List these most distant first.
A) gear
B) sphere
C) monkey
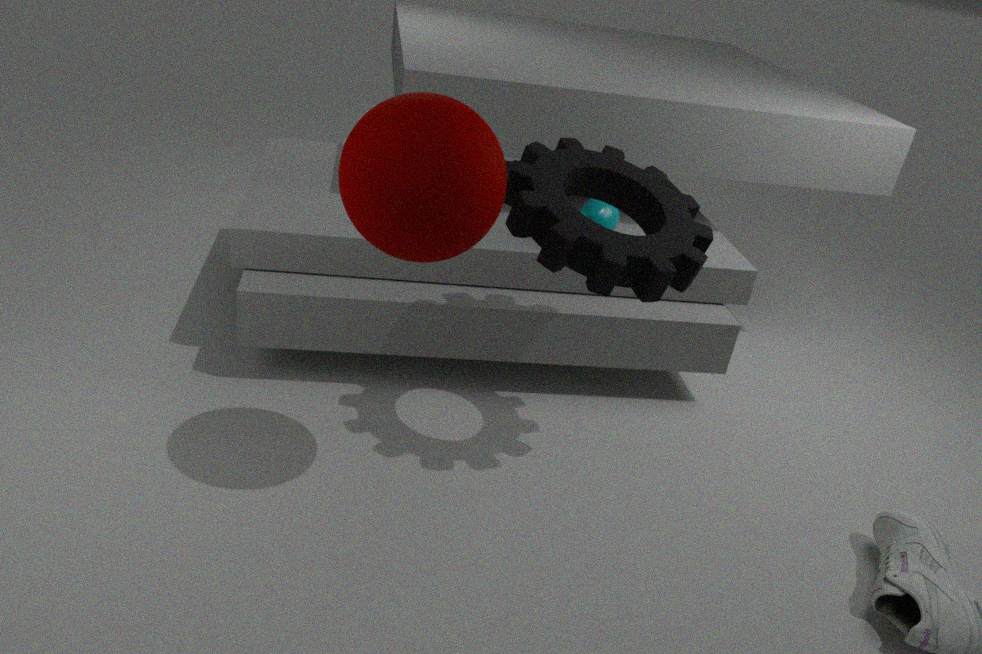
monkey
gear
sphere
